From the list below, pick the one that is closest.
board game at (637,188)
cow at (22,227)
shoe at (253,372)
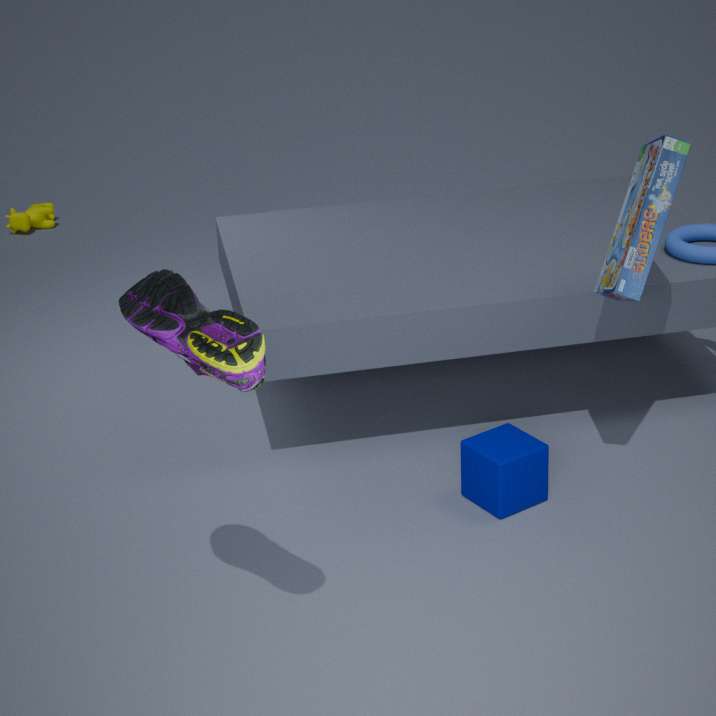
shoe at (253,372)
